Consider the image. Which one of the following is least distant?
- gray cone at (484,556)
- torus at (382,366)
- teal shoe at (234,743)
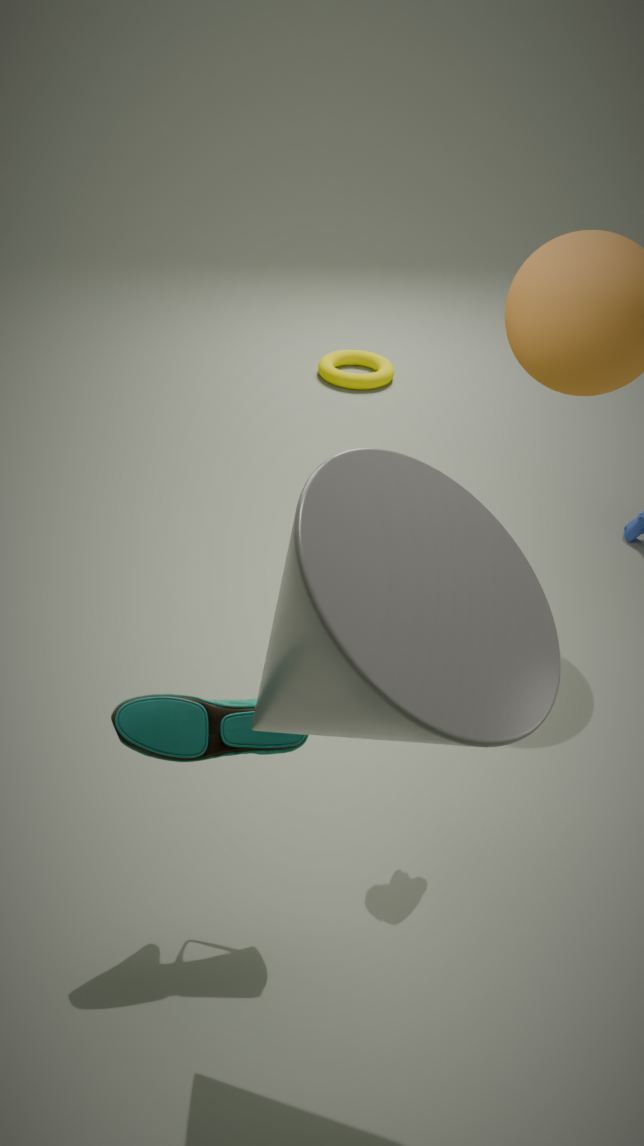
gray cone at (484,556)
